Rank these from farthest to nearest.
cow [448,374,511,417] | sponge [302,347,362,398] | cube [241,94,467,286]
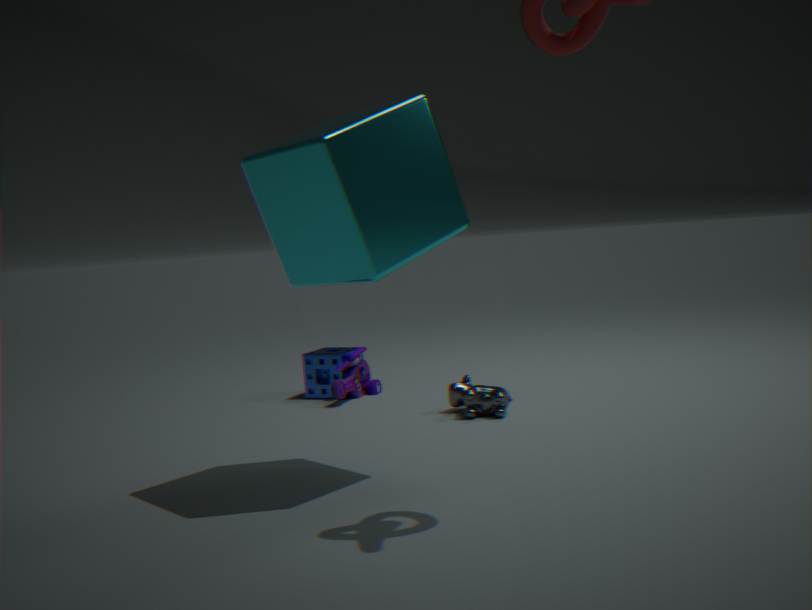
1. sponge [302,347,362,398]
2. cow [448,374,511,417]
3. cube [241,94,467,286]
